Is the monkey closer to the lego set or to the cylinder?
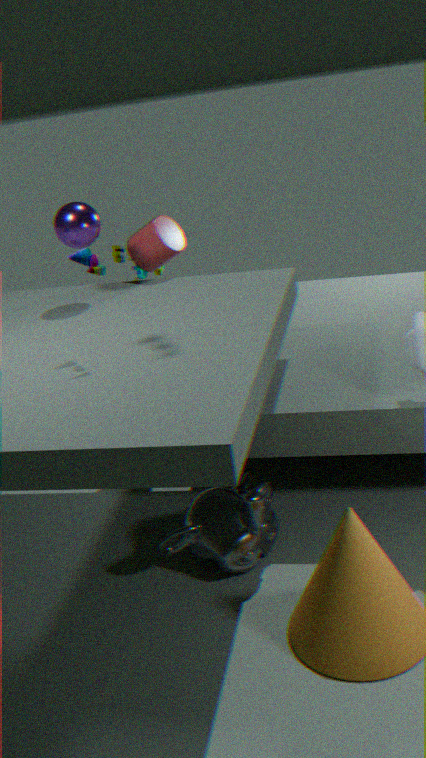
the cylinder
